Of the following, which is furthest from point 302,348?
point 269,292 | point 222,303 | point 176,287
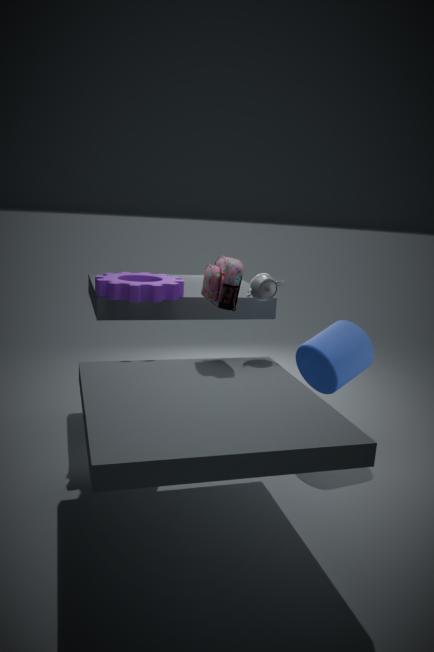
point 176,287
